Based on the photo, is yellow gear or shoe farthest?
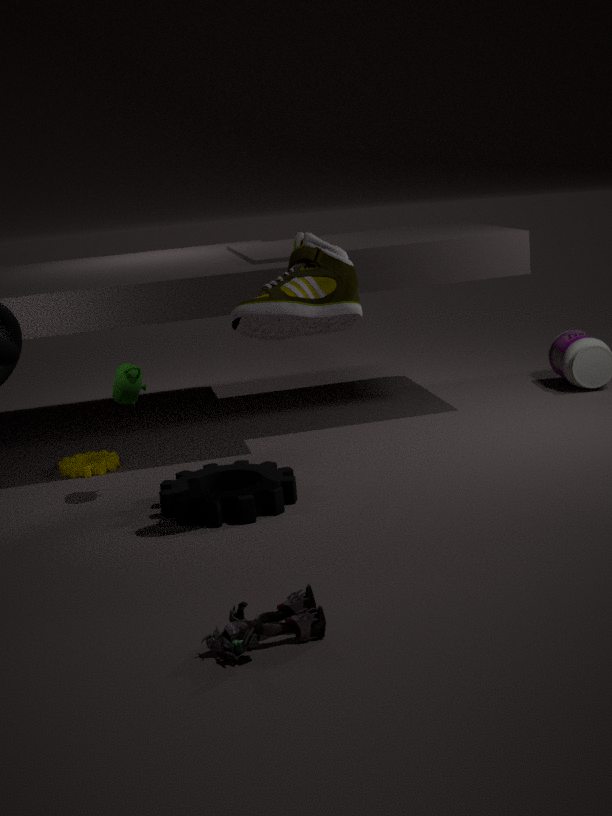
yellow gear
